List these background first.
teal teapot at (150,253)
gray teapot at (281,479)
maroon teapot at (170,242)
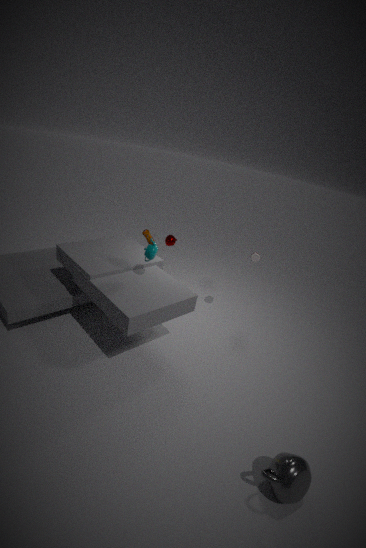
maroon teapot at (170,242)
teal teapot at (150,253)
gray teapot at (281,479)
